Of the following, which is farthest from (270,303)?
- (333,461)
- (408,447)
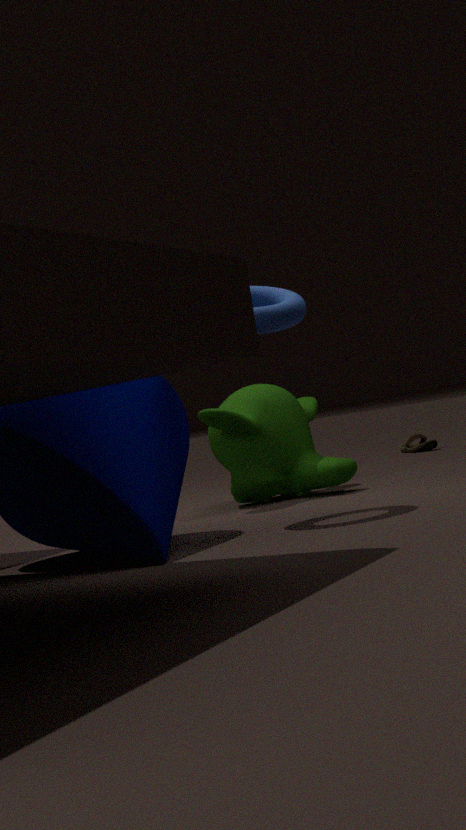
(408,447)
